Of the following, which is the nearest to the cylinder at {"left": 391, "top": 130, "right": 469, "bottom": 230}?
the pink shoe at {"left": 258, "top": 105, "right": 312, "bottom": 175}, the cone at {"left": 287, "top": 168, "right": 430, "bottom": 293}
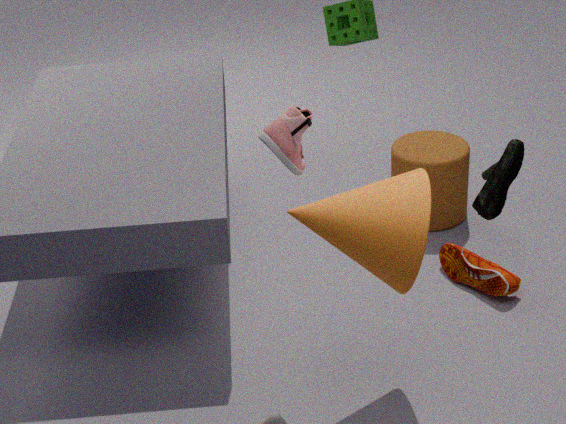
the cone at {"left": 287, "top": 168, "right": 430, "bottom": 293}
